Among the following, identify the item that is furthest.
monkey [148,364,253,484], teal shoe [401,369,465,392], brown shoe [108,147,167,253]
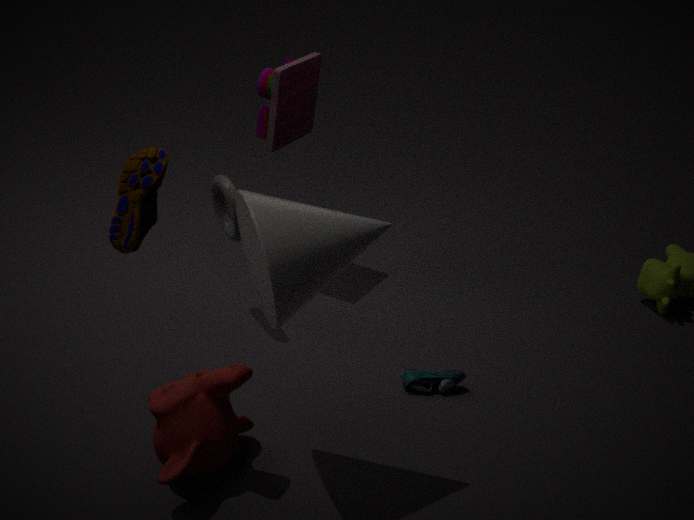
teal shoe [401,369,465,392]
